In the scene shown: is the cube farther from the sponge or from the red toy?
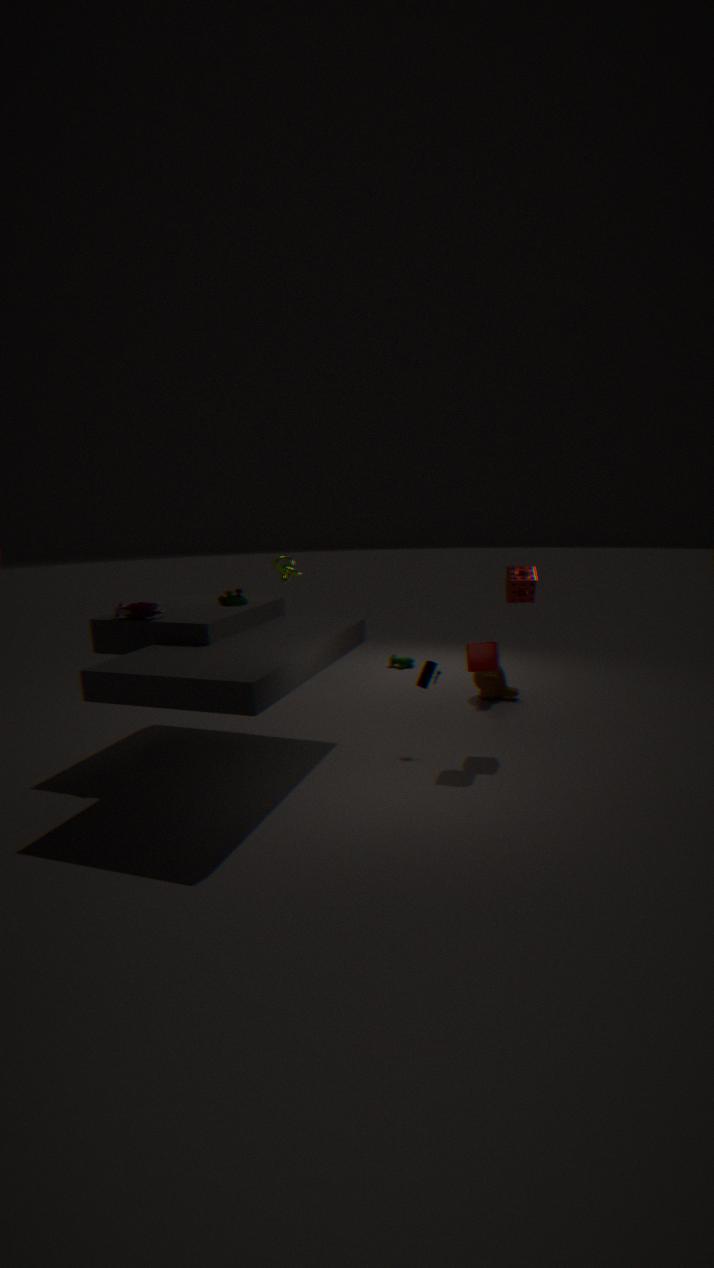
the red toy
